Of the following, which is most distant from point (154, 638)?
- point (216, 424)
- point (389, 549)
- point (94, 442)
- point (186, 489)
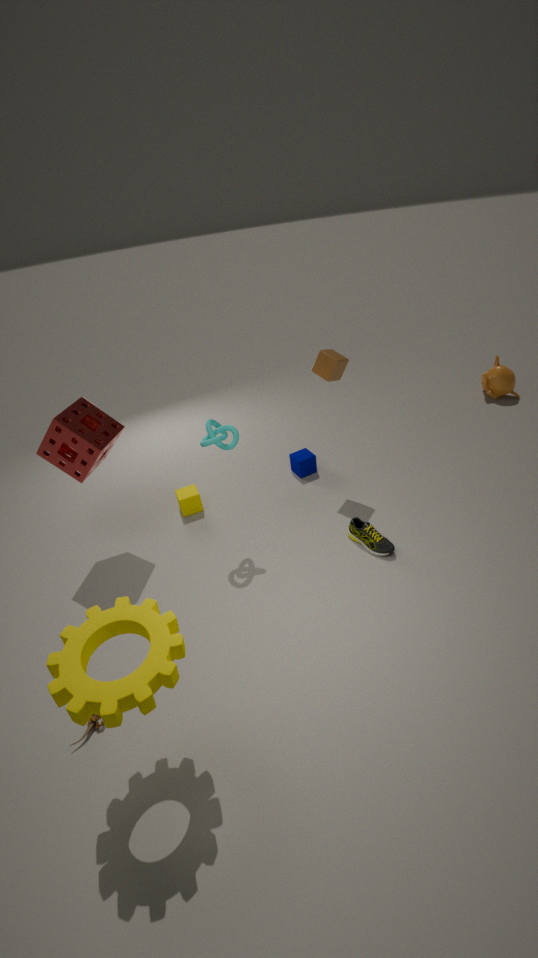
point (186, 489)
